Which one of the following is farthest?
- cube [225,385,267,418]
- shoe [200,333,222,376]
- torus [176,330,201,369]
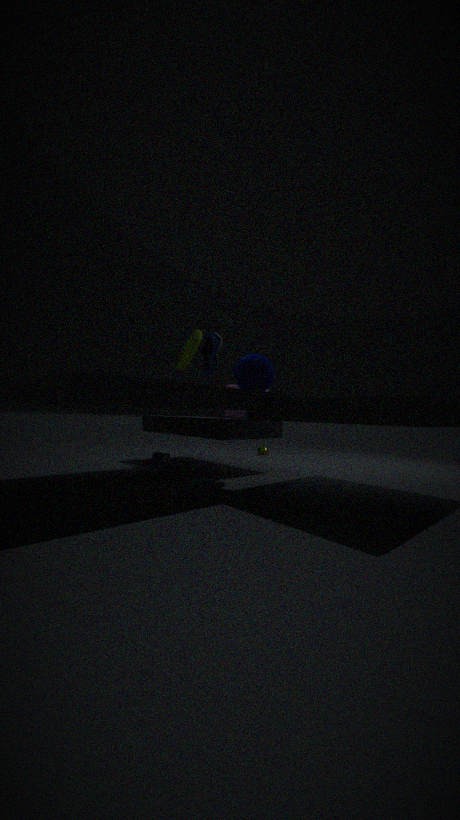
cube [225,385,267,418]
